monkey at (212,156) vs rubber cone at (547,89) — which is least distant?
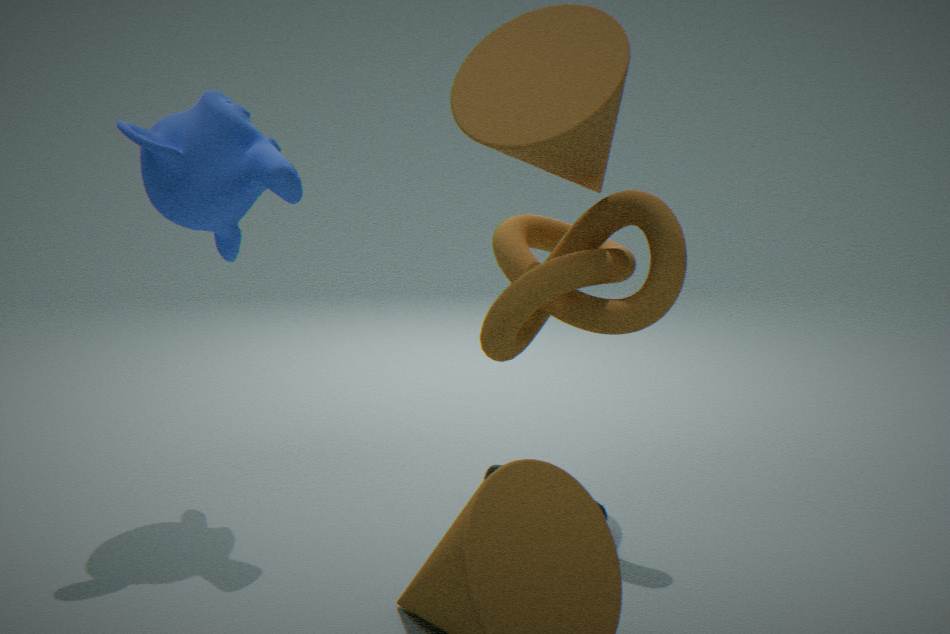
rubber cone at (547,89)
